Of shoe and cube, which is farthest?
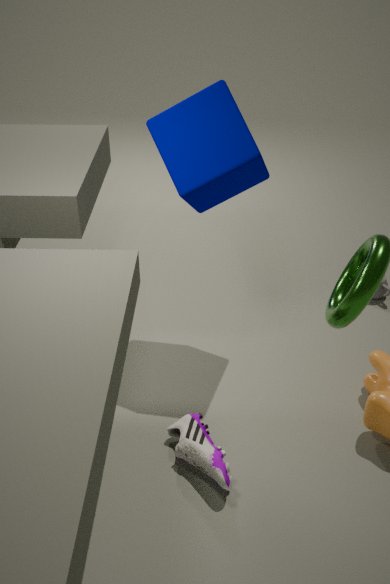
cube
